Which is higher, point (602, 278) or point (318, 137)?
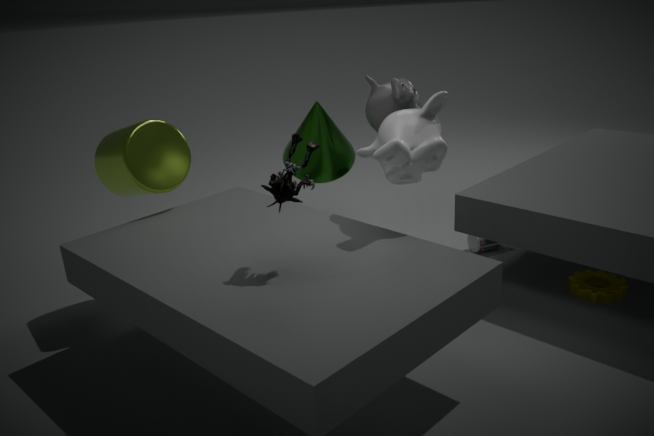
point (318, 137)
